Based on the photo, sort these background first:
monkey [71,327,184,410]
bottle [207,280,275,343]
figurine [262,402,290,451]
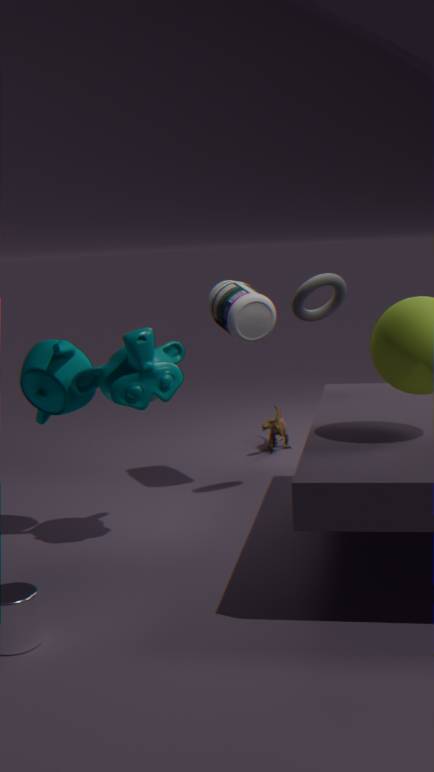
figurine [262,402,290,451] < bottle [207,280,275,343] < monkey [71,327,184,410]
